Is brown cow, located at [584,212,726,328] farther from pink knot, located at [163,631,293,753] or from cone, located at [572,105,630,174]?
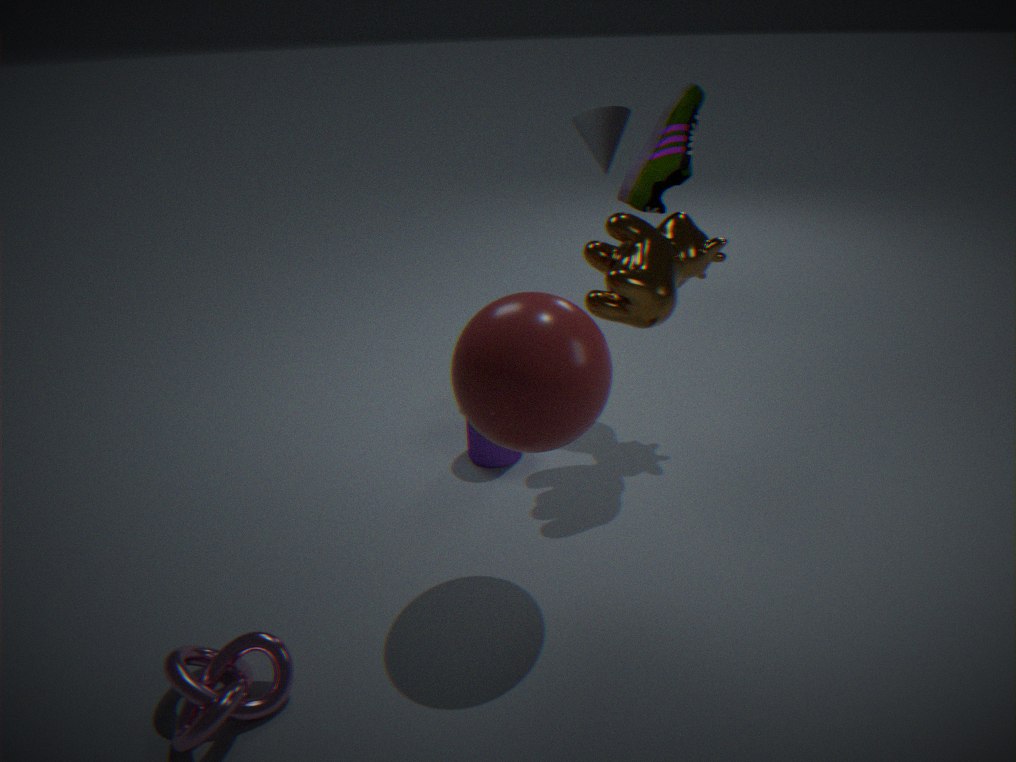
pink knot, located at [163,631,293,753]
